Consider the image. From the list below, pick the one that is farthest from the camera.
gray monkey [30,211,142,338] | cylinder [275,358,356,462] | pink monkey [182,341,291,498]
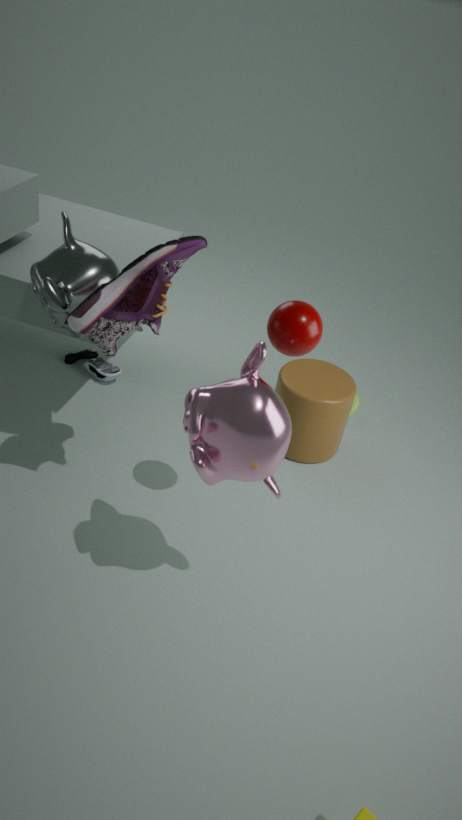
cylinder [275,358,356,462]
